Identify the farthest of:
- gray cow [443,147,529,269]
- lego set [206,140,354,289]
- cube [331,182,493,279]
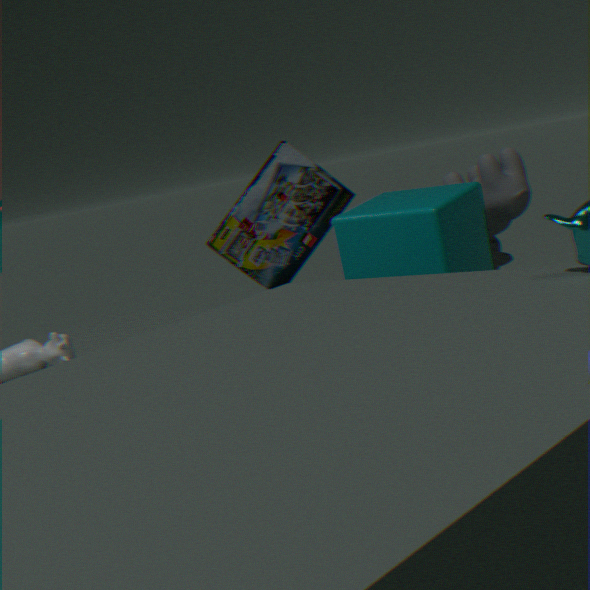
lego set [206,140,354,289]
